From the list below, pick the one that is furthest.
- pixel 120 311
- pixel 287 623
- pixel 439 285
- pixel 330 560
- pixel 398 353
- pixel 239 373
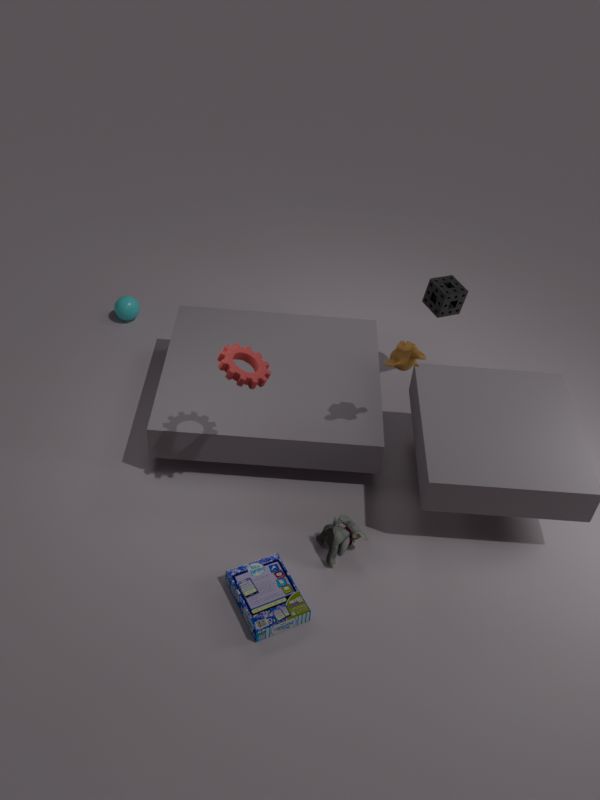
pixel 120 311
